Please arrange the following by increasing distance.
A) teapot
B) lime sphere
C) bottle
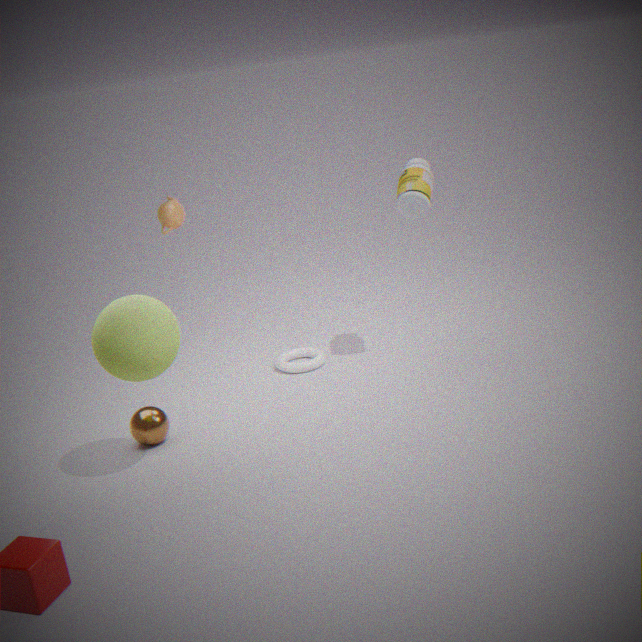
1. lime sphere
2. bottle
3. teapot
